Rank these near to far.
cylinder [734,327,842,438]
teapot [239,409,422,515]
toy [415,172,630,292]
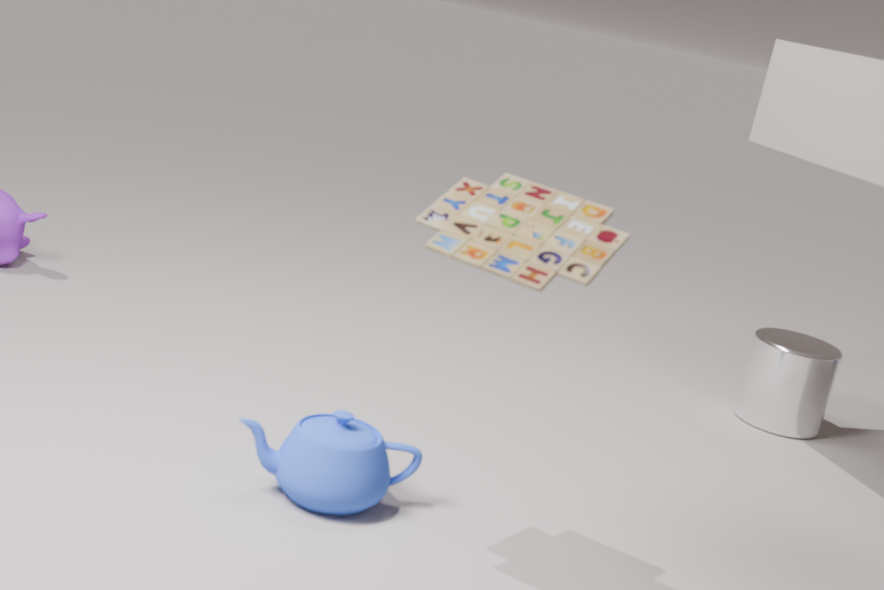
toy [415,172,630,292] < teapot [239,409,422,515] < cylinder [734,327,842,438]
